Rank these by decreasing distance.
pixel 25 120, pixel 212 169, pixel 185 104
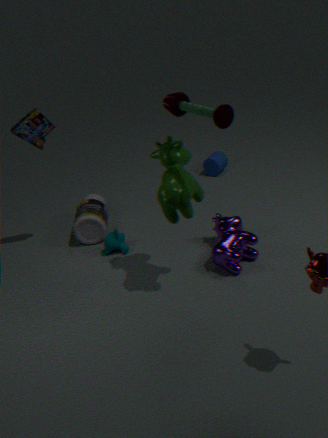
pixel 212 169, pixel 25 120, pixel 185 104
